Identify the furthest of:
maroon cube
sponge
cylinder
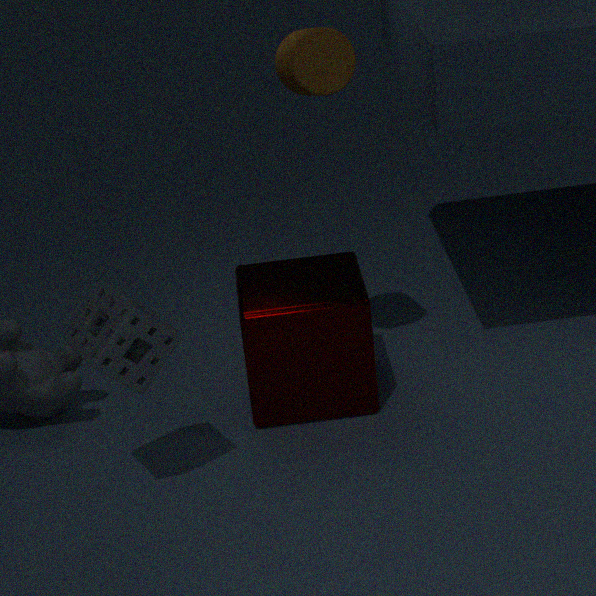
maroon cube
